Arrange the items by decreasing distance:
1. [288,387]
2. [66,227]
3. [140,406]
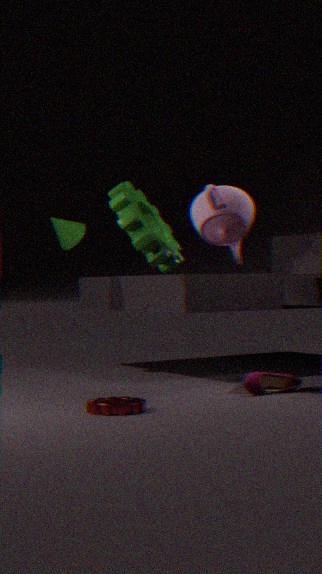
1. [66,227]
2. [288,387]
3. [140,406]
